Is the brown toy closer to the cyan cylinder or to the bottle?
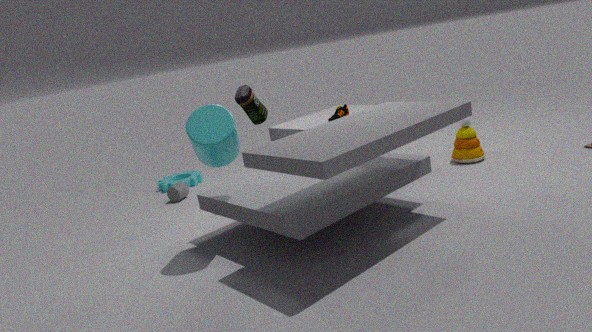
the bottle
